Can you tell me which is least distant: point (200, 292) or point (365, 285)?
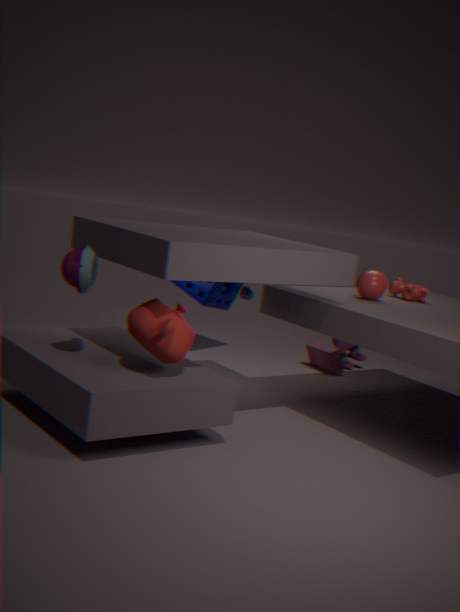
point (365, 285)
